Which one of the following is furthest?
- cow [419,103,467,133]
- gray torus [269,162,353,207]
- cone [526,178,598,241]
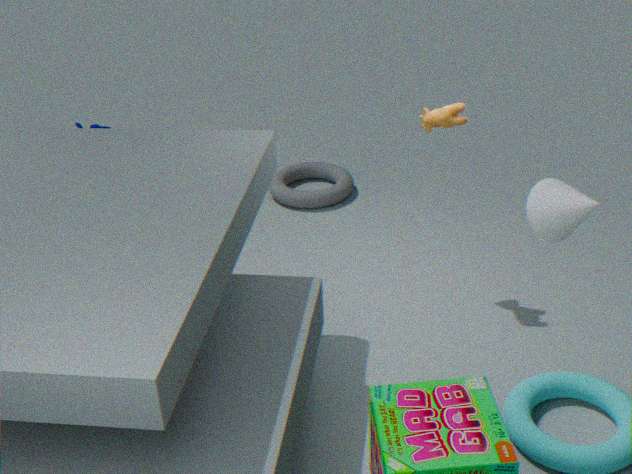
gray torus [269,162,353,207]
